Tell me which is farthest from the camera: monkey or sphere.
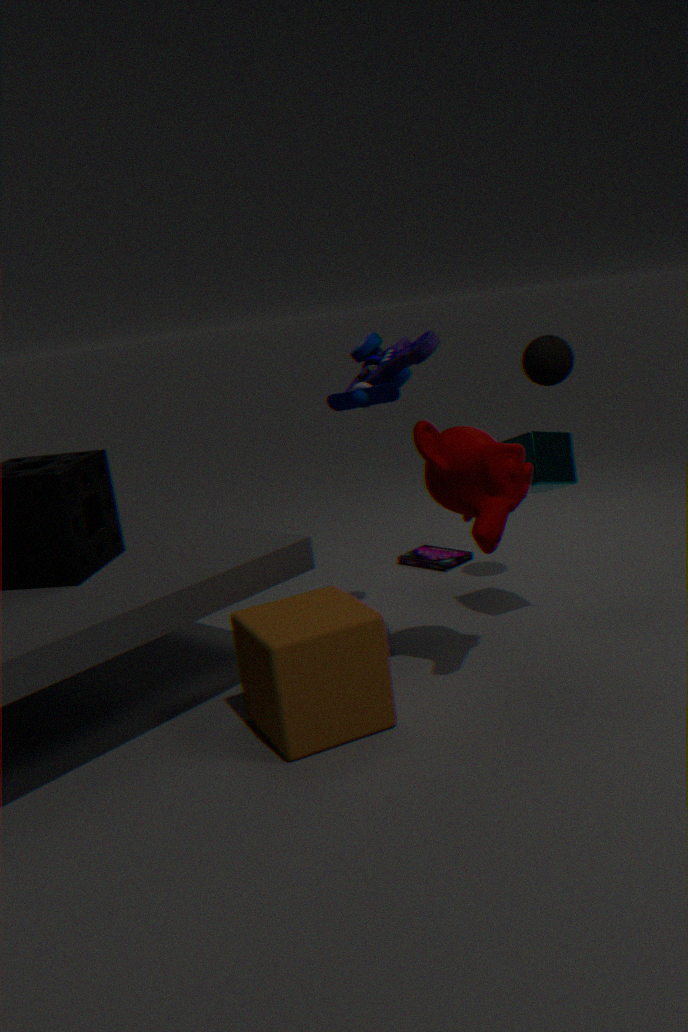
sphere
